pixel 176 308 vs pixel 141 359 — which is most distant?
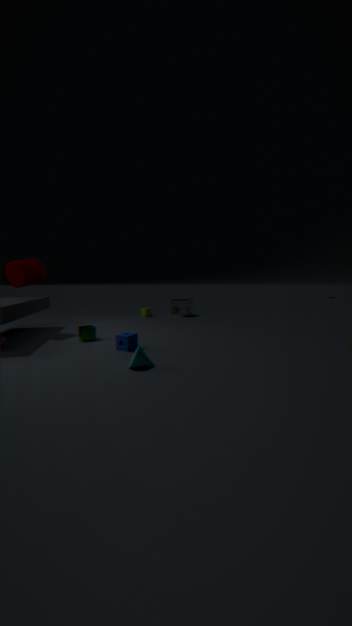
pixel 176 308
